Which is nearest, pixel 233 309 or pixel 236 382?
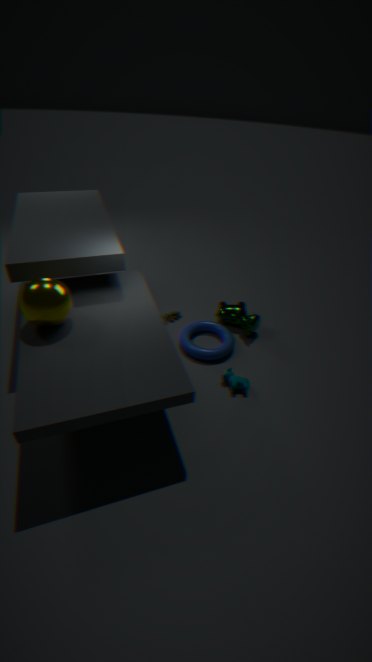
pixel 236 382
